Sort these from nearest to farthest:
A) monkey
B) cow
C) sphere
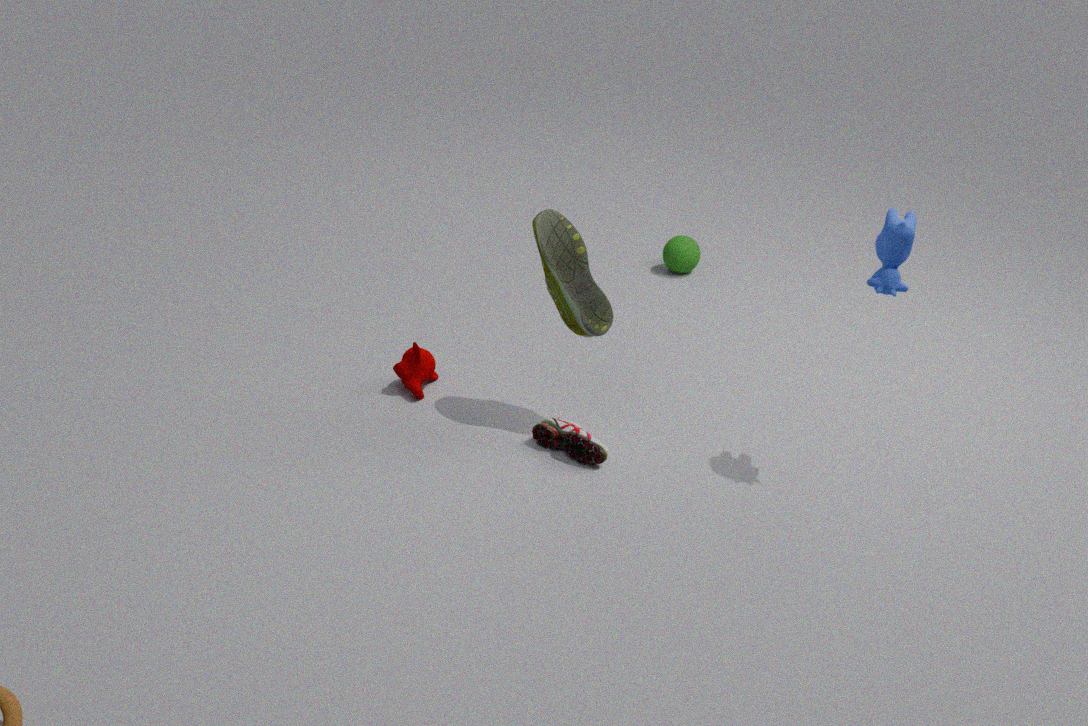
cow
monkey
sphere
